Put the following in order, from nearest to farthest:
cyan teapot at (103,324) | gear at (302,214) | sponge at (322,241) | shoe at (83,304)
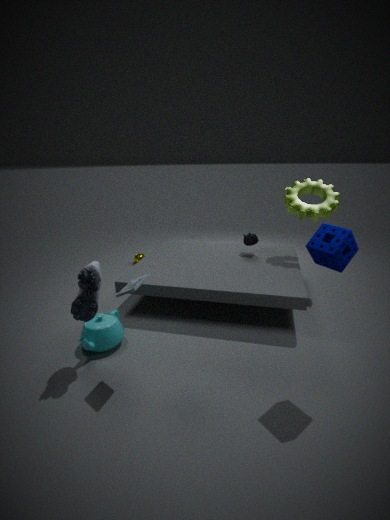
1. sponge at (322,241)
2. shoe at (83,304)
3. cyan teapot at (103,324)
4. gear at (302,214)
